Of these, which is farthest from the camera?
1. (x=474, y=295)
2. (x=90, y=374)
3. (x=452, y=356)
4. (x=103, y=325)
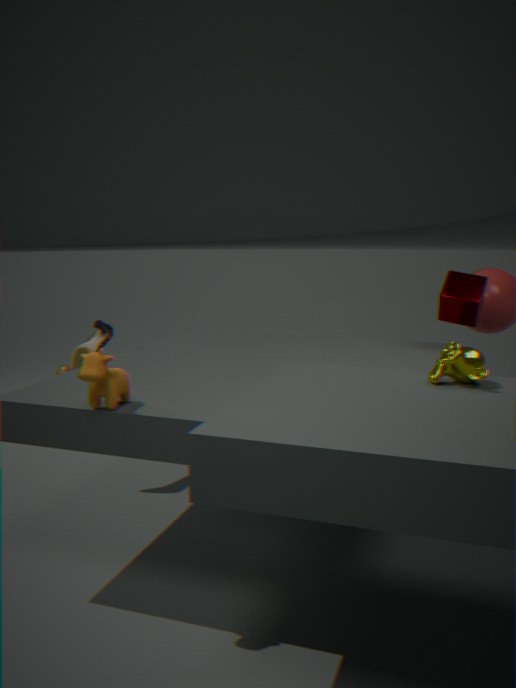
(x=103, y=325)
